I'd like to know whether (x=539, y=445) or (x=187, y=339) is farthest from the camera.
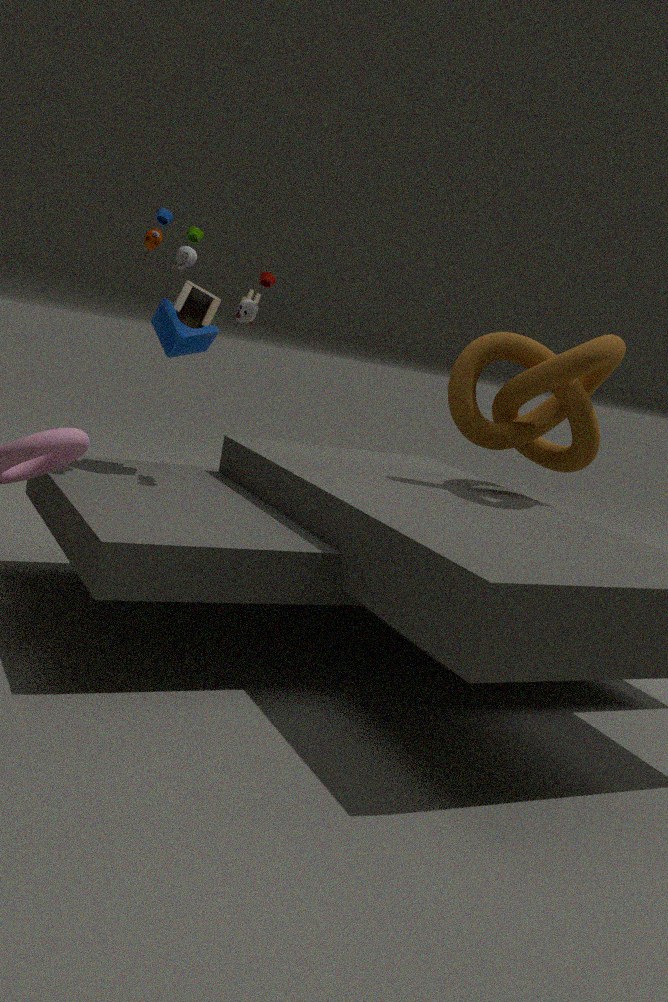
(x=539, y=445)
